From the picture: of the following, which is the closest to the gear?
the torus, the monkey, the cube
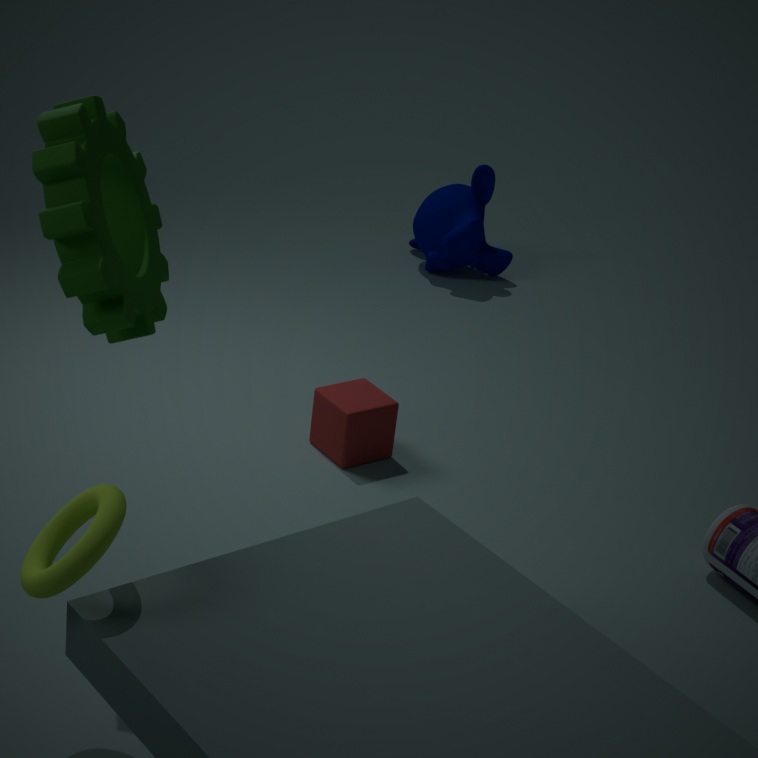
the torus
